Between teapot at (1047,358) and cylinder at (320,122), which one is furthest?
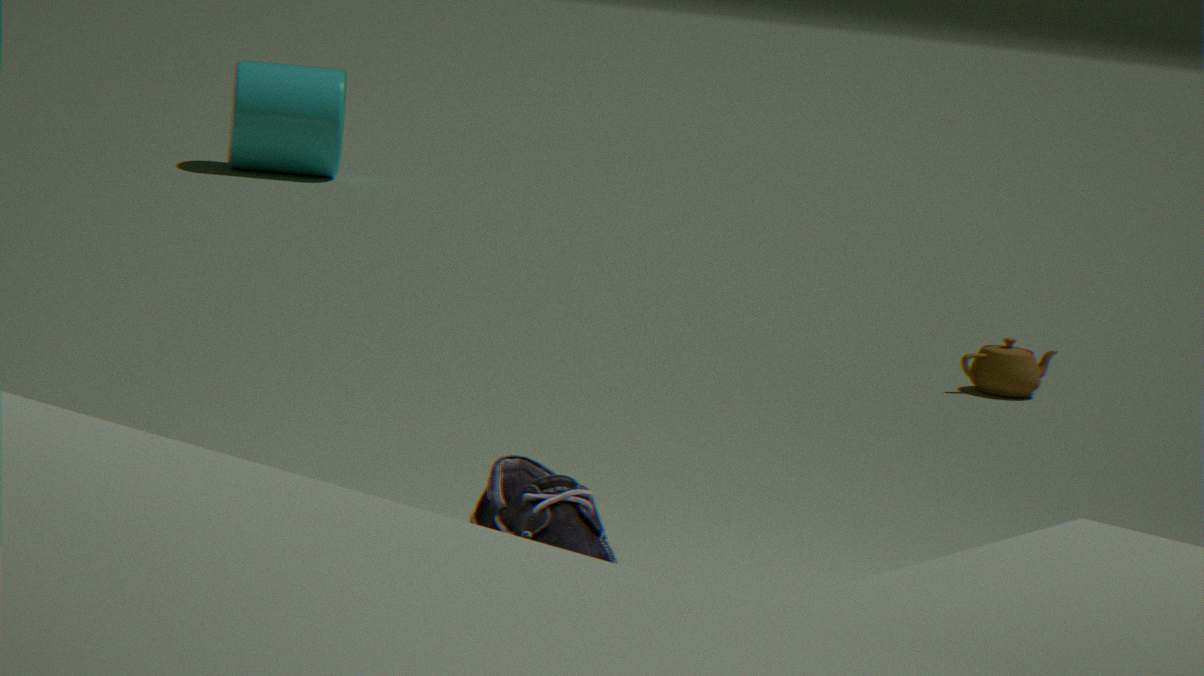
cylinder at (320,122)
